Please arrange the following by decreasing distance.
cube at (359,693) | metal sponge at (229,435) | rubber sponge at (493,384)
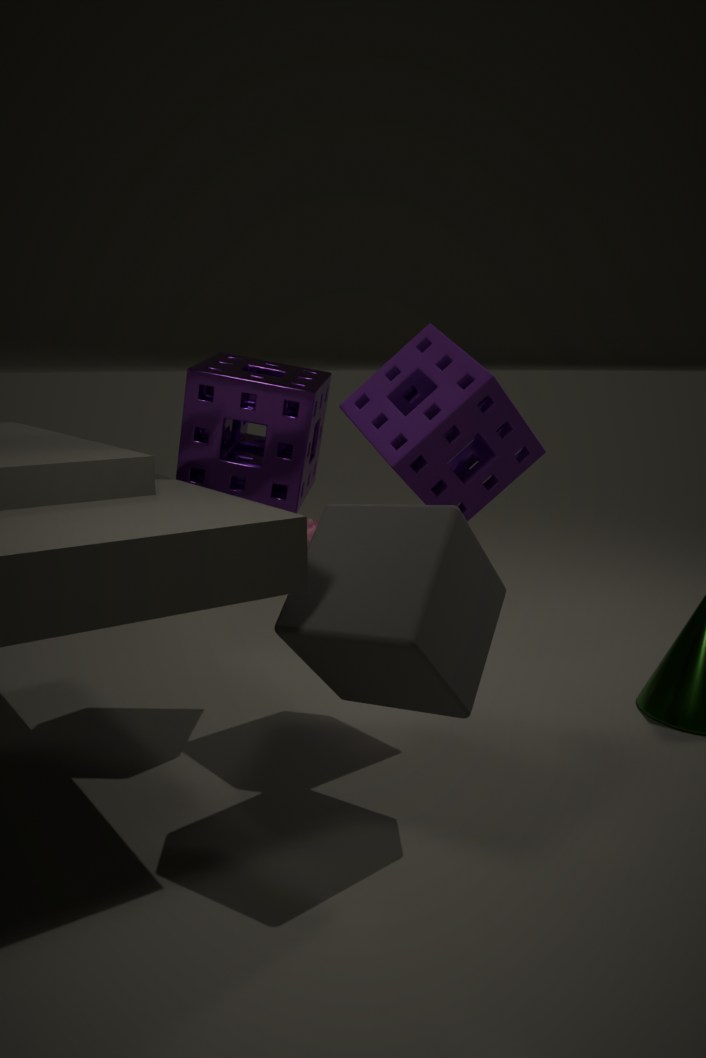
1. metal sponge at (229,435)
2. rubber sponge at (493,384)
3. cube at (359,693)
